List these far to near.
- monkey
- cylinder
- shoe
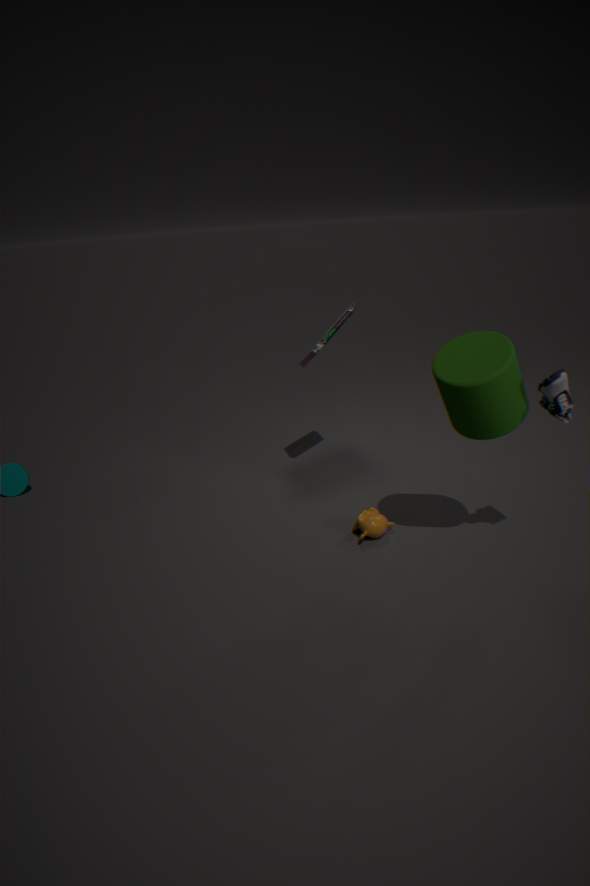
monkey < cylinder < shoe
